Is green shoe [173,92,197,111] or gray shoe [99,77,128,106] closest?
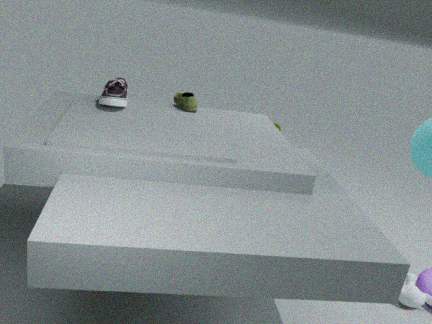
gray shoe [99,77,128,106]
